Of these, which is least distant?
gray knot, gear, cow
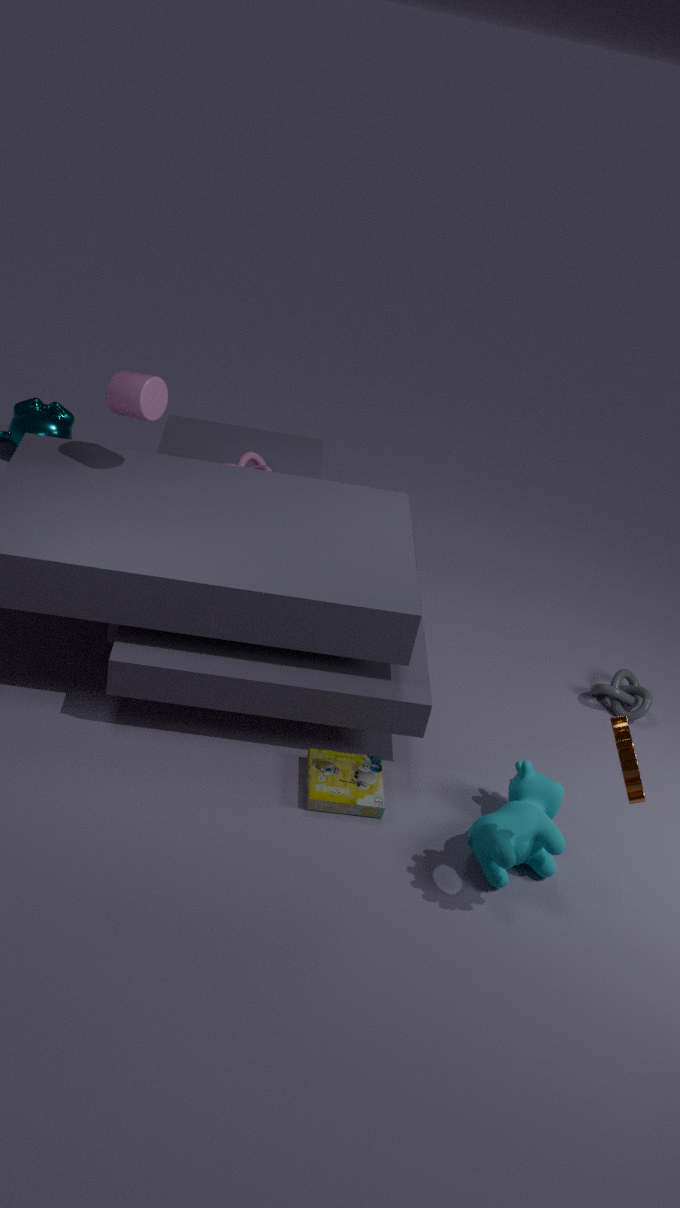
gear
